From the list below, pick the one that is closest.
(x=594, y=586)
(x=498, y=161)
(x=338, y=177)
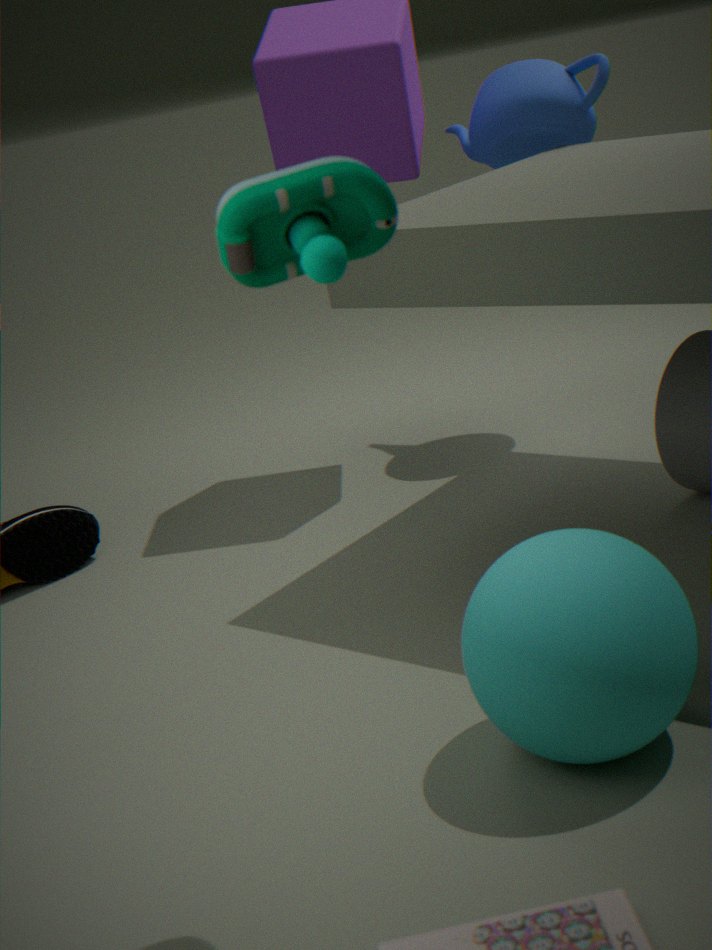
(x=338, y=177)
